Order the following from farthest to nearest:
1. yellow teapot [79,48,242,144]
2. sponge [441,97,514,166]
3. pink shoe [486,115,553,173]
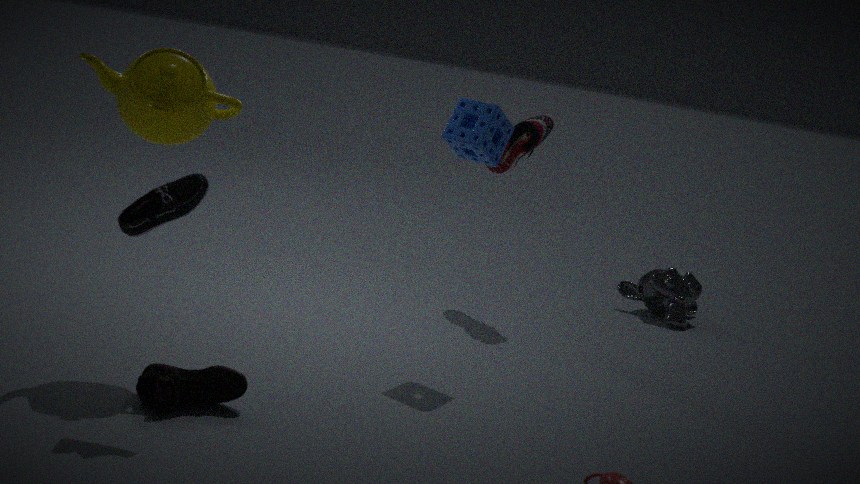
1. pink shoe [486,115,553,173]
2. sponge [441,97,514,166]
3. yellow teapot [79,48,242,144]
